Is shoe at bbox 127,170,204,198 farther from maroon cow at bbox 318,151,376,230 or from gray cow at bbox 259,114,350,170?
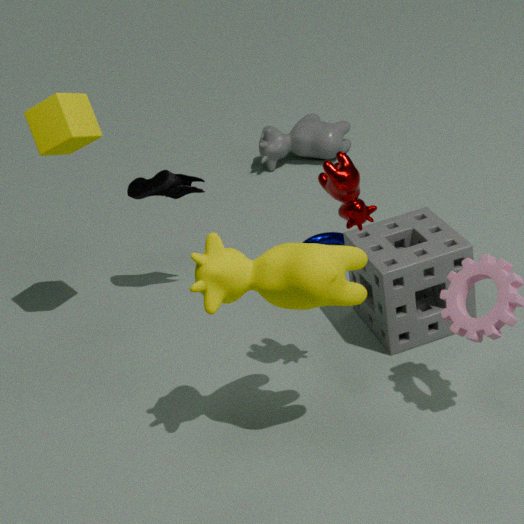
gray cow at bbox 259,114,350,170
